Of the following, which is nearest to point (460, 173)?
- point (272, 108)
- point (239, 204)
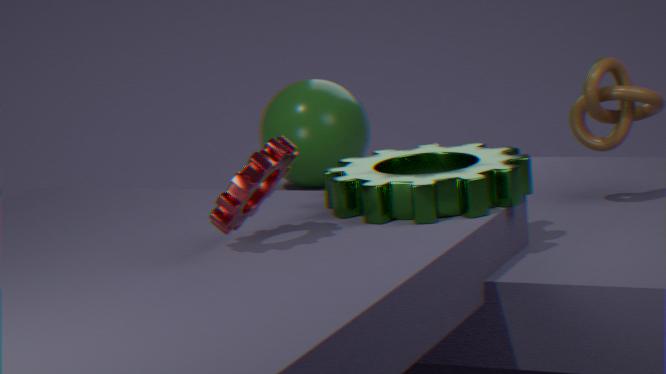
point (239, 204)
